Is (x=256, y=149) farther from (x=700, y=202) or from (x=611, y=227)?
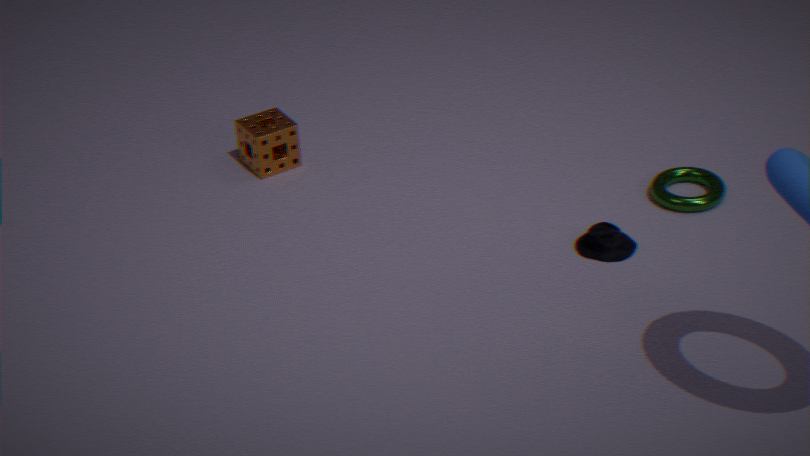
(x=700, y=202)
